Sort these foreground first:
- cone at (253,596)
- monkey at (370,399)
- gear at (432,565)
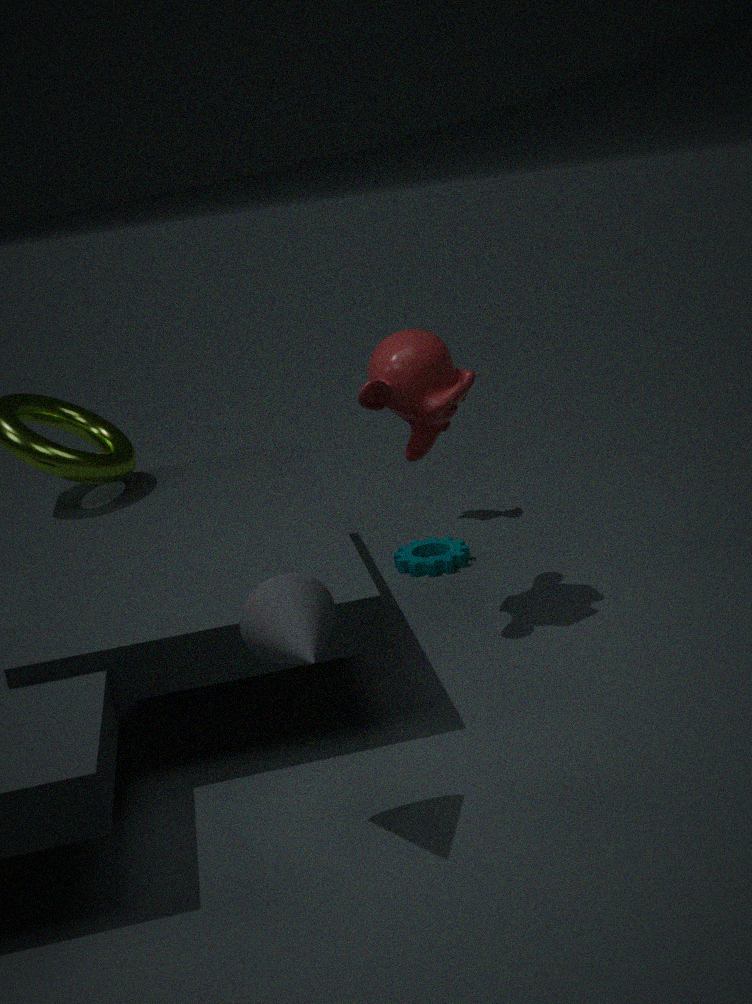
cone at (253,596)
monkey at (370,399)
gear at (432,565)
